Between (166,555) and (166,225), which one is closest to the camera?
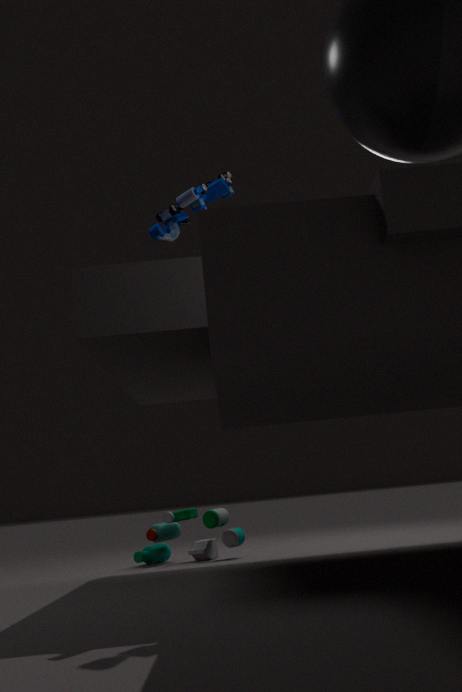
(166,225)
